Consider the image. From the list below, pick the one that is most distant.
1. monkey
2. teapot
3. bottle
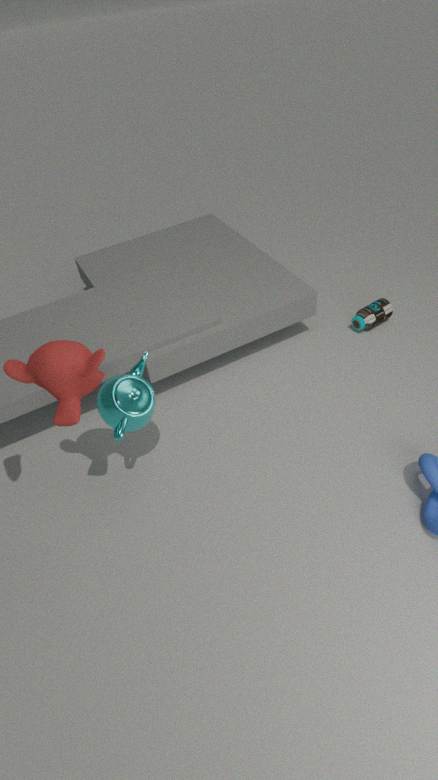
bottle
